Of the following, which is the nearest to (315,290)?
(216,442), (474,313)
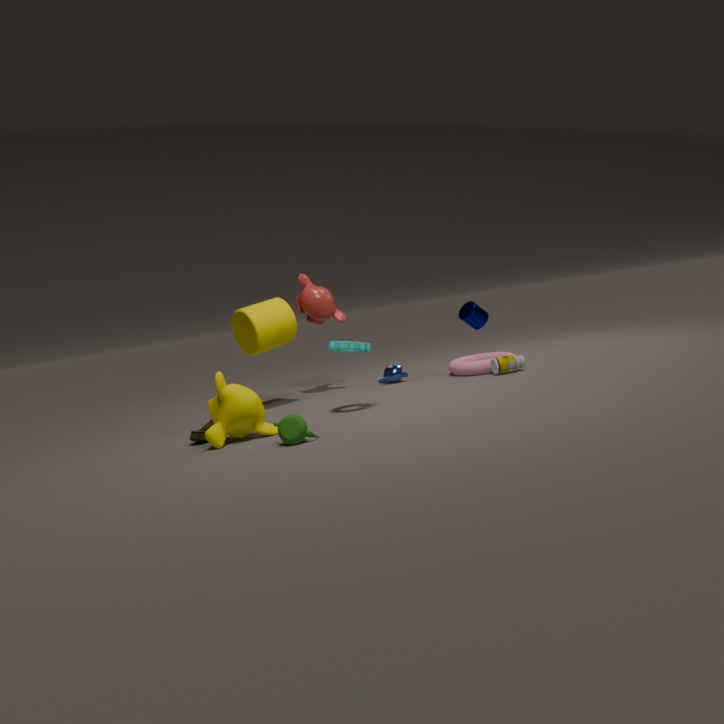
(474,313)
